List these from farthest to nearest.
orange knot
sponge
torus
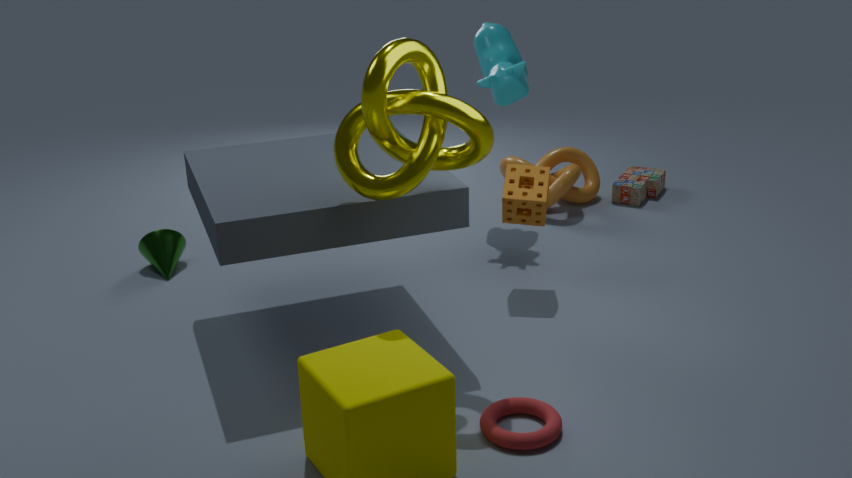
orange knot < sponge < torus
